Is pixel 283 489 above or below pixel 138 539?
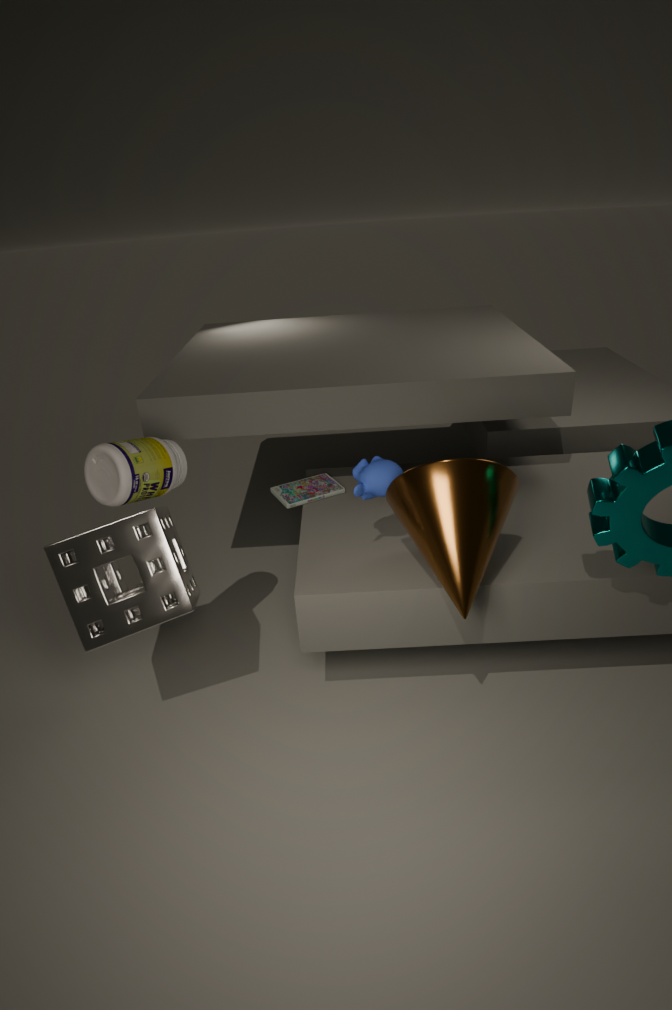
below
